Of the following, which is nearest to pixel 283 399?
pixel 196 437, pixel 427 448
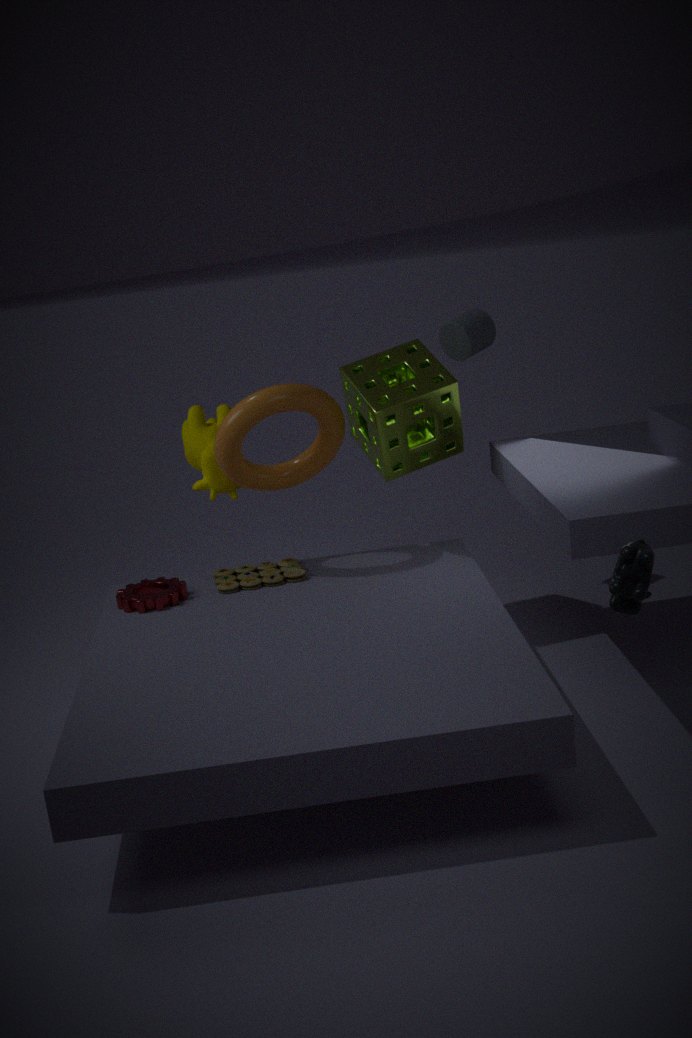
pixel 196 437
